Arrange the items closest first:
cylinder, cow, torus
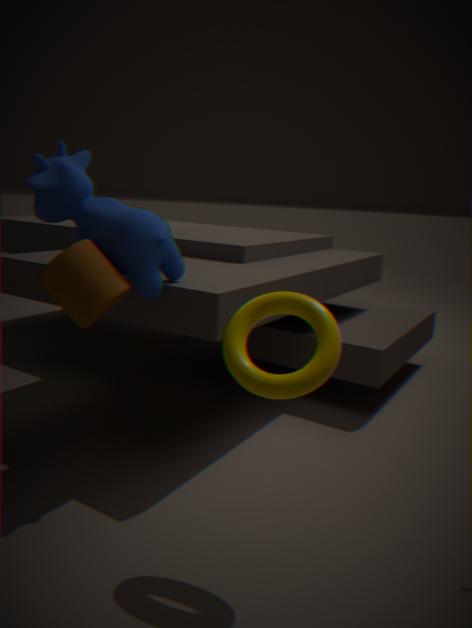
torus
cylinder
cow
